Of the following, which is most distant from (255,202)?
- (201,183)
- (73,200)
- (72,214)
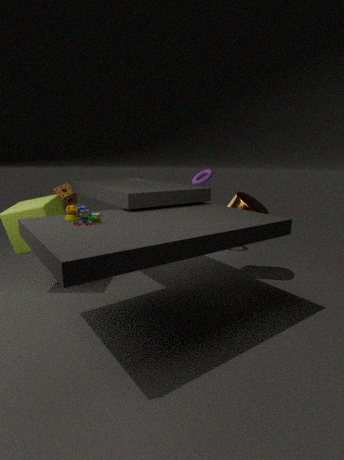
(73,200)
